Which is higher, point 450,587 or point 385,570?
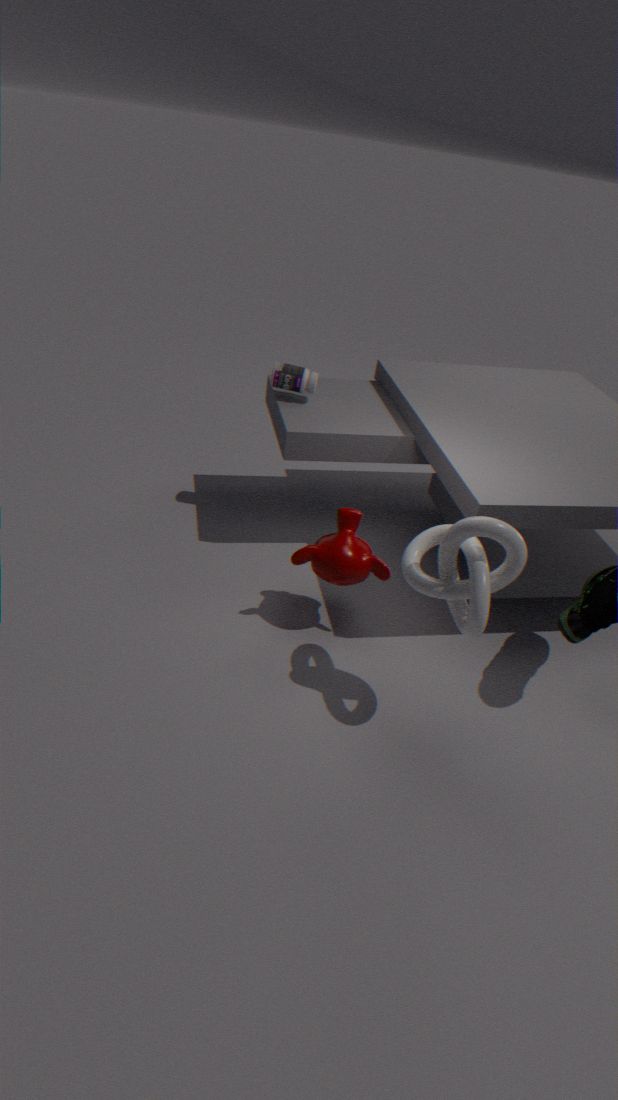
point 450,587
